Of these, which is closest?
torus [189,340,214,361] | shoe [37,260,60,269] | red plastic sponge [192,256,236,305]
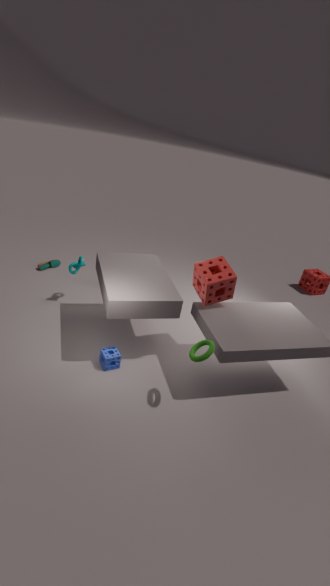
torus [189,340,214,361]
